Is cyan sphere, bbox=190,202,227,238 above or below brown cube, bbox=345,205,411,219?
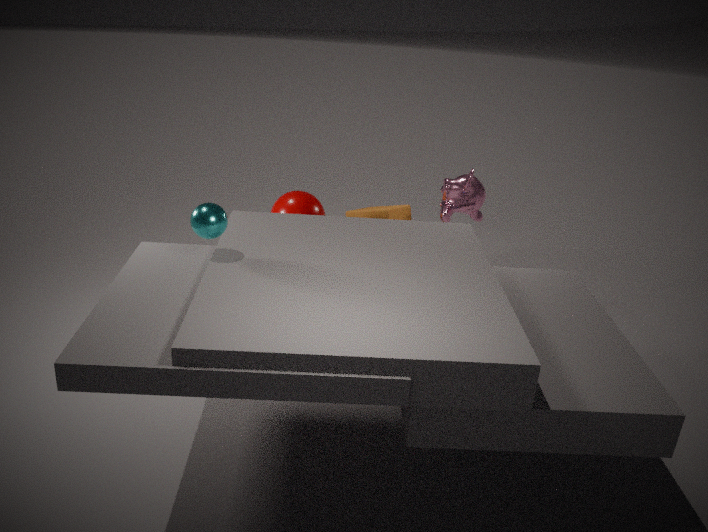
above
